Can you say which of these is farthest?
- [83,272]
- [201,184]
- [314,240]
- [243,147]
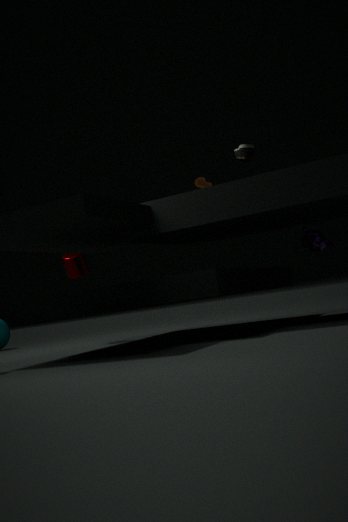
[83,272]
